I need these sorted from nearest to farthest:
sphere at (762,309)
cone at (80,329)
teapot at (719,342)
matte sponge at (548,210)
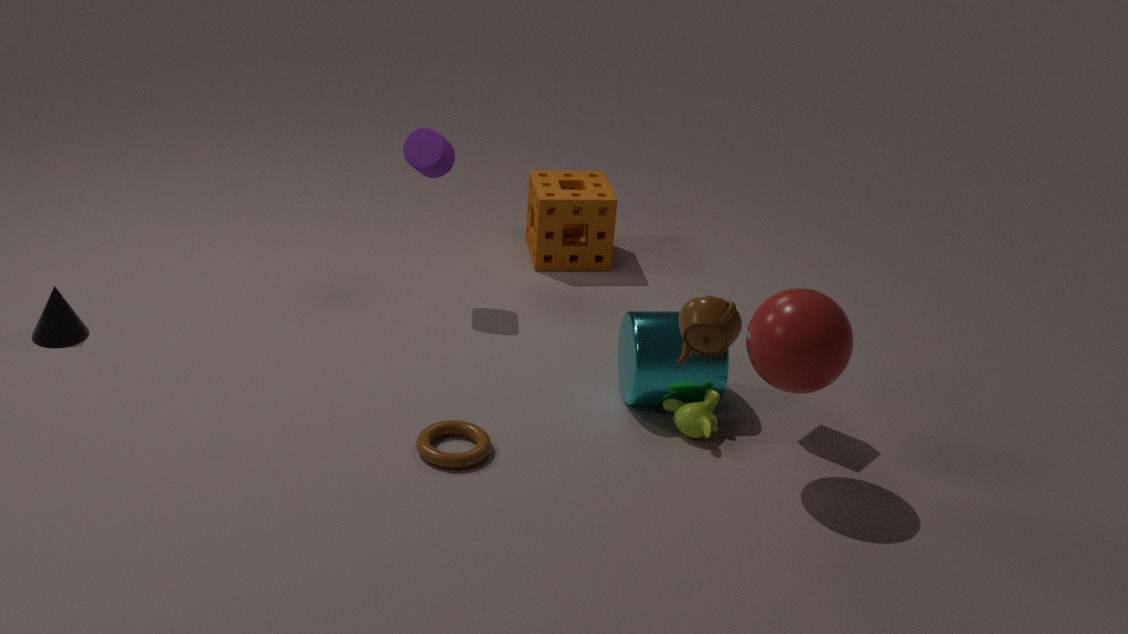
teapot at (719,342)
sphere at (762,309)
cone at (80,329)
matte sponge at (548,210)
